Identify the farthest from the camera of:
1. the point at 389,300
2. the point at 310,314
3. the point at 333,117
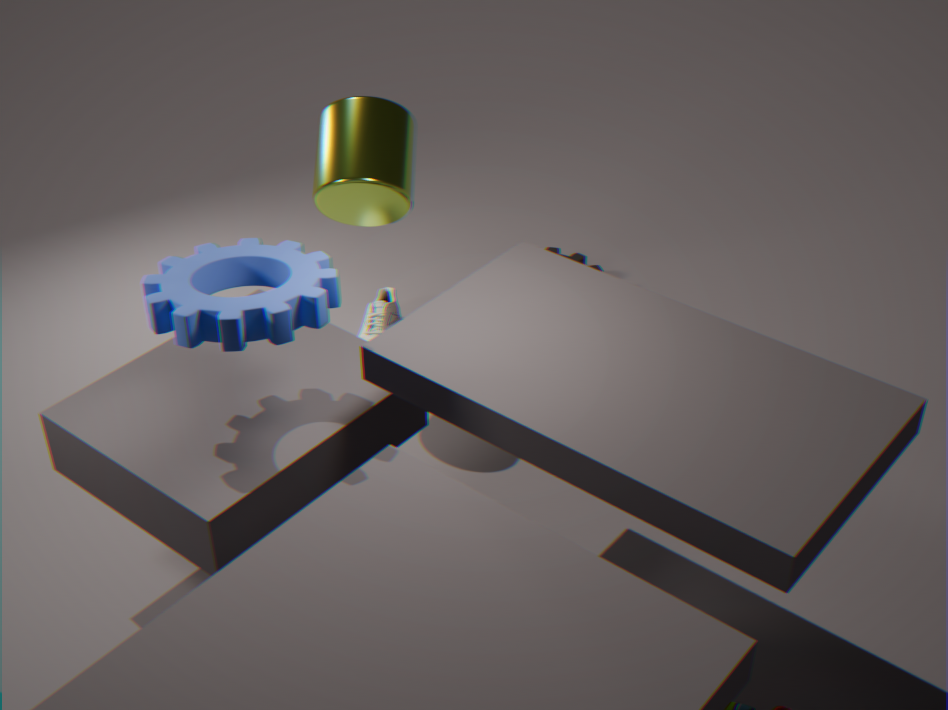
the point at 389,300
